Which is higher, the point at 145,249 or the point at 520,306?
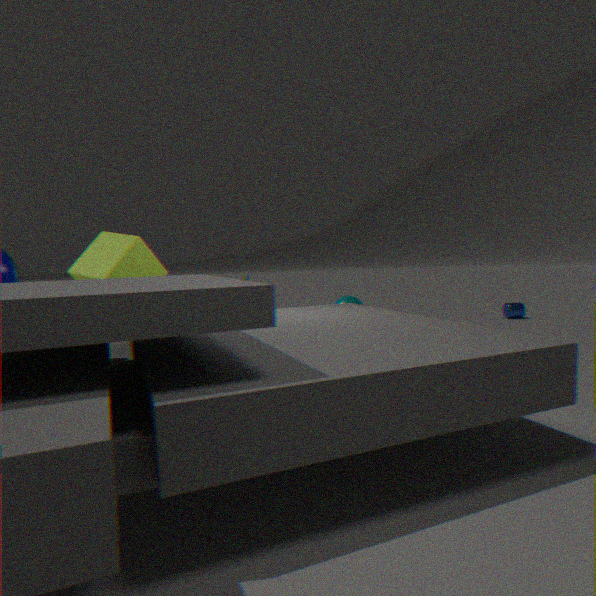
the point at 145,249
